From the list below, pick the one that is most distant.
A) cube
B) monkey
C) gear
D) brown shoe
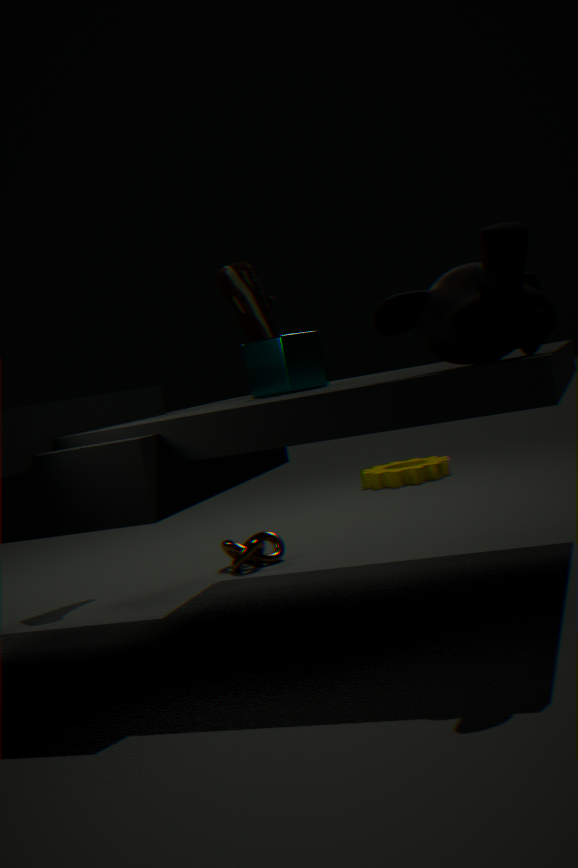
gear
